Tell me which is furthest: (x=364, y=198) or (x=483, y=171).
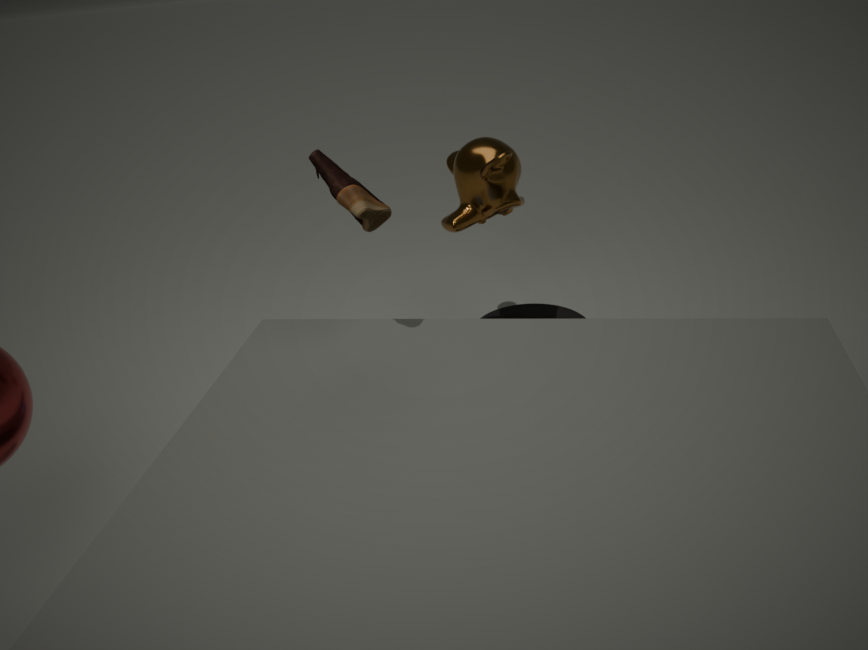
(x=483, y=171)
